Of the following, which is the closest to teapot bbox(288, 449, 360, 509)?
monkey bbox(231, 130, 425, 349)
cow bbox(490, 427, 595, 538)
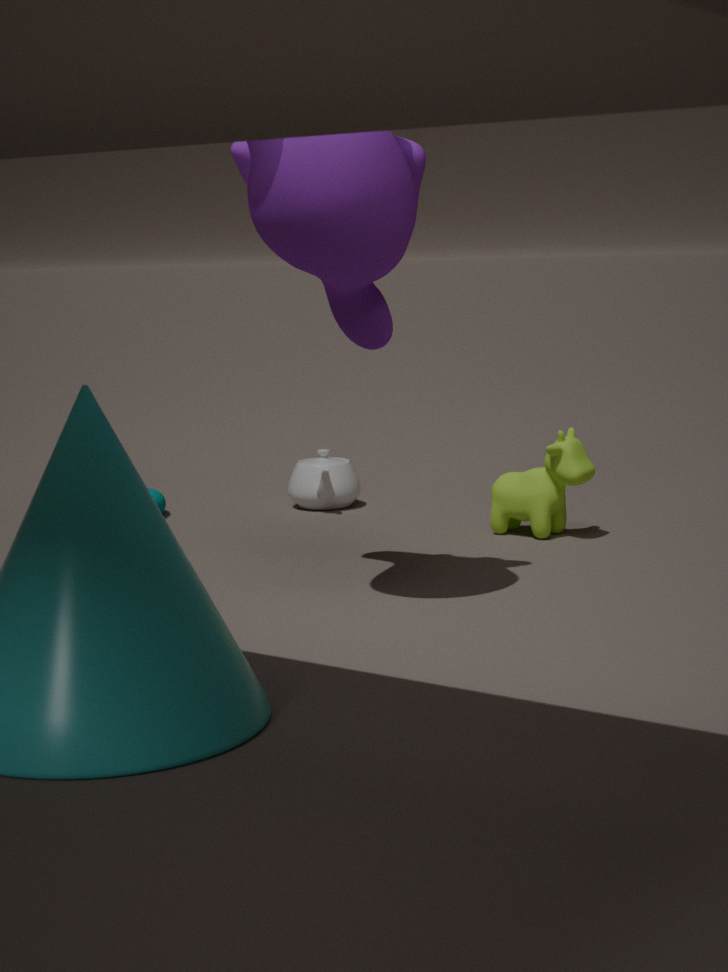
cow bbox(490, 427, 595, 538)
